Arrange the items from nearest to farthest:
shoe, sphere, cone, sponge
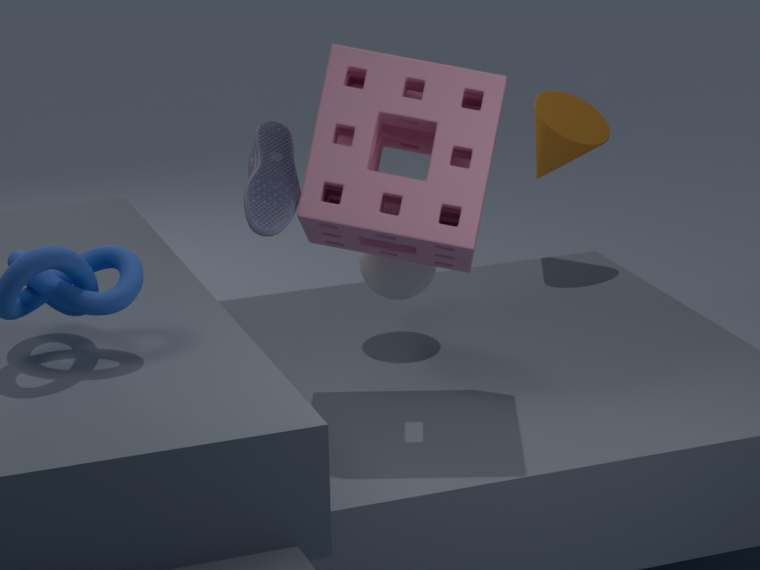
shoe
sponge
sphere
cone
